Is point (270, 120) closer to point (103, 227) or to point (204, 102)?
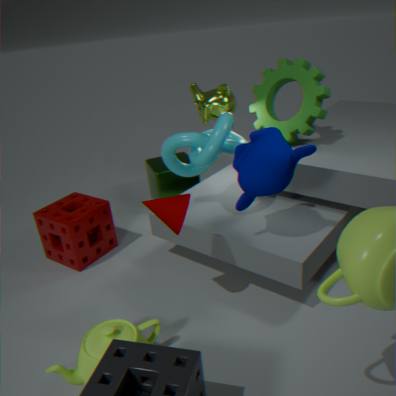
point (204, 102)
